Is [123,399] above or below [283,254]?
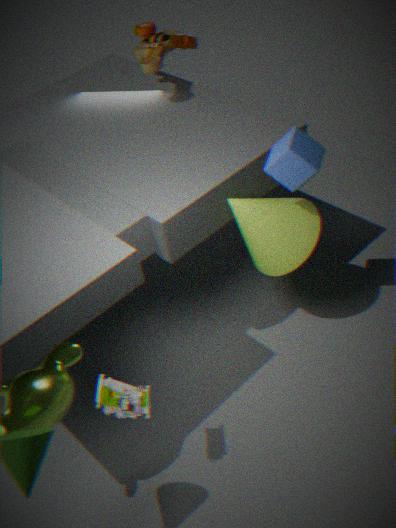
below
